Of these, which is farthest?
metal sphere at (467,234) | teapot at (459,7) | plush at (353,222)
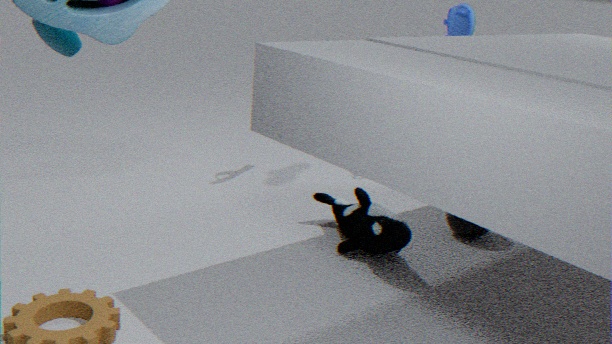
teapot at (459,7)
